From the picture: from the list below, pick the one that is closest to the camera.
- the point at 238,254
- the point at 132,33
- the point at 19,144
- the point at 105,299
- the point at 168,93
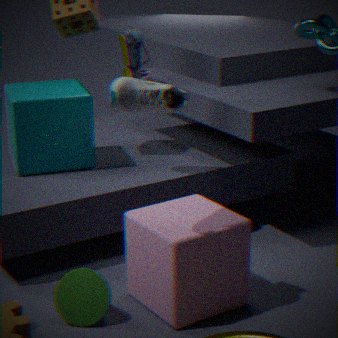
the point at 168,93
